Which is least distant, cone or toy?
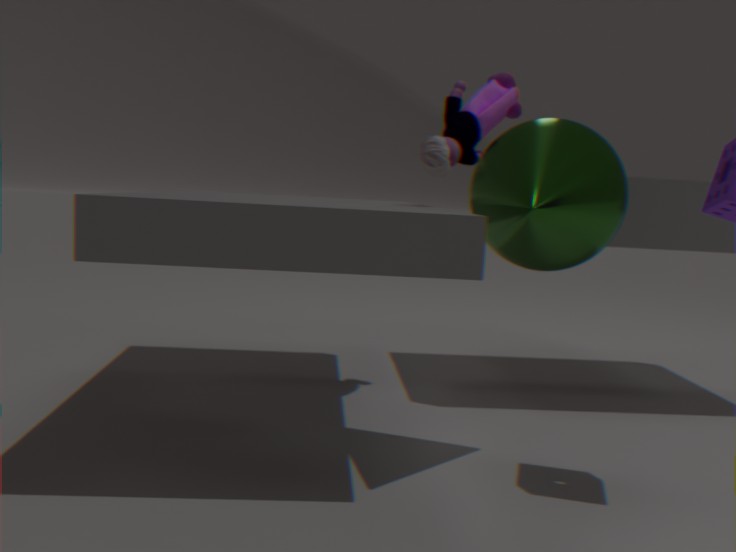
cone
